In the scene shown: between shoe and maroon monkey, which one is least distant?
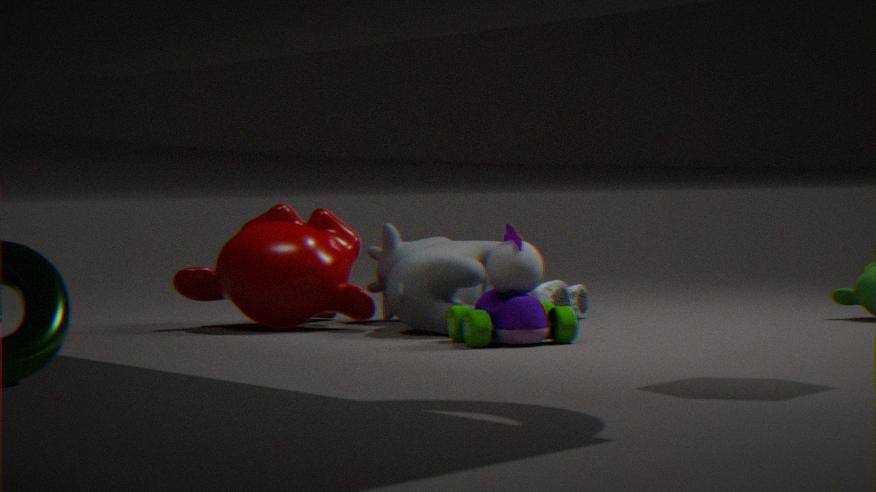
maroon monkey
